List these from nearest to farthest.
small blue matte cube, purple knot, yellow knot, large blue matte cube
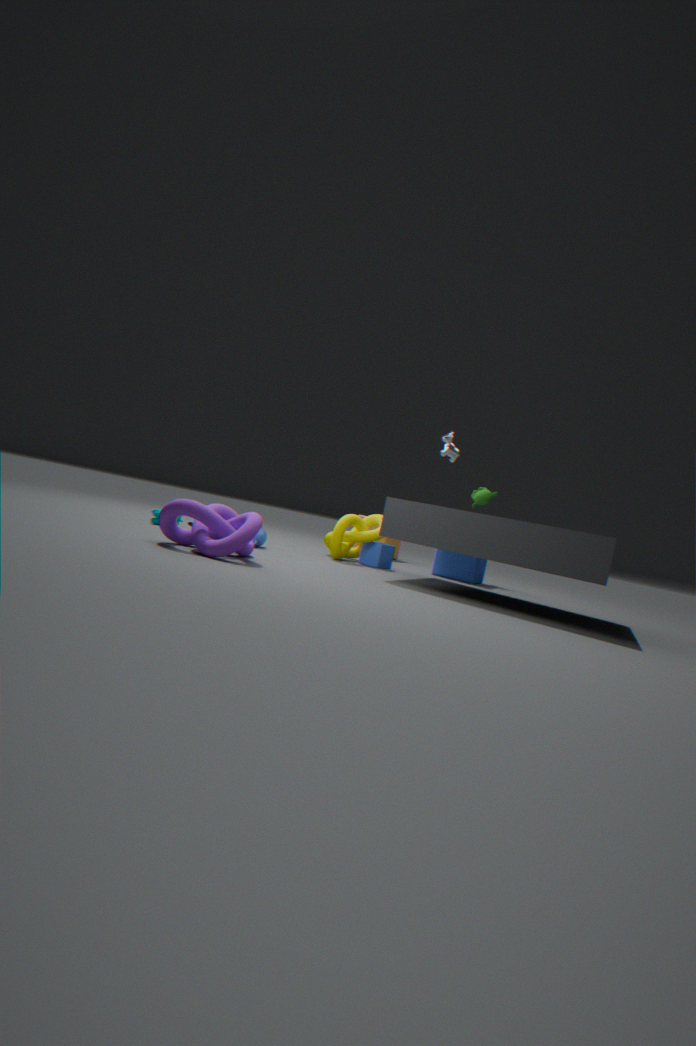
purple knot → yellow knot → small blue matte cube → large blue matte cube
